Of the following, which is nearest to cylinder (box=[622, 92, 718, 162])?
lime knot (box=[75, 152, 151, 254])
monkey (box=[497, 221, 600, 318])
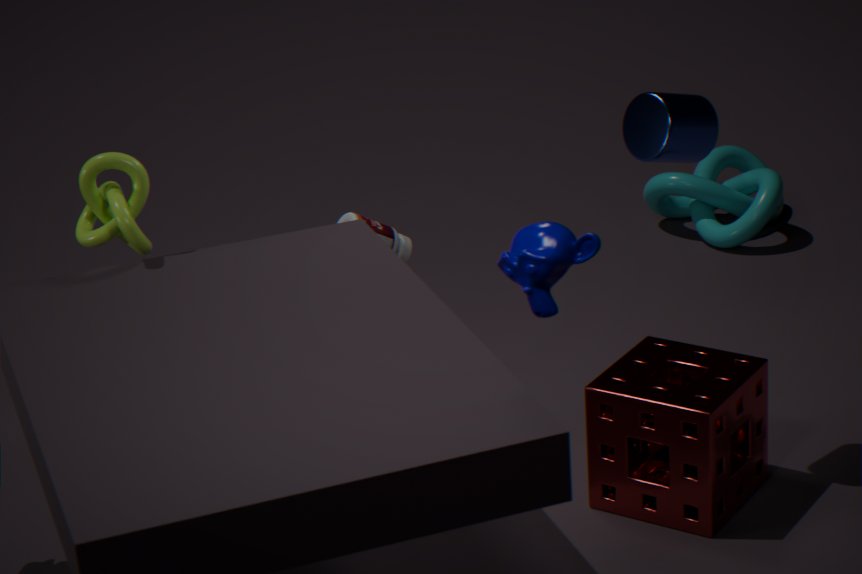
monkey (box=[497, 221, 600, 318])
